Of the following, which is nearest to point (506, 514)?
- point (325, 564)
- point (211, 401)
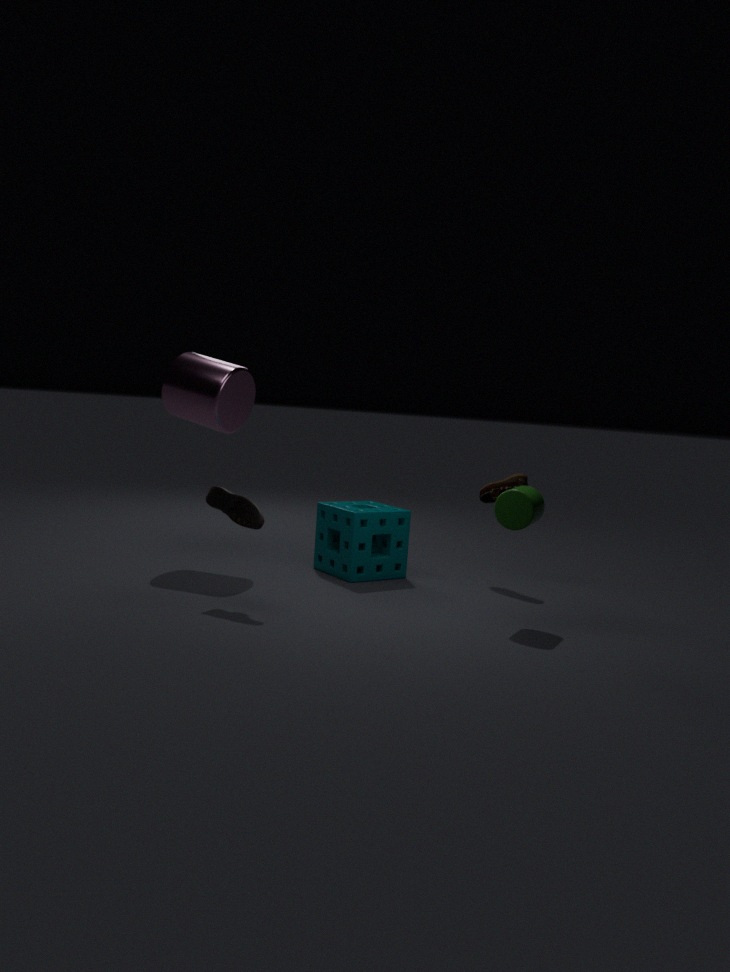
point (325, 564)
